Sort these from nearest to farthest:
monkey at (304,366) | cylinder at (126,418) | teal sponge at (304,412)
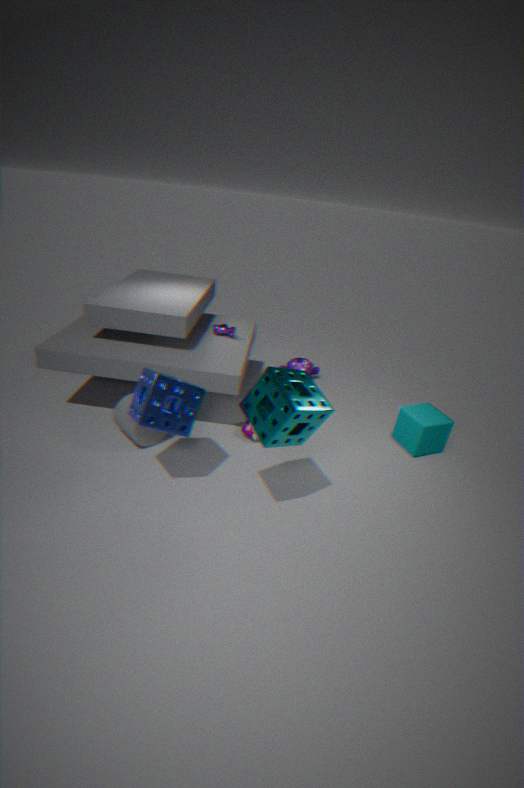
teal sponge at (304,412)
cylinder at (126,418)
monkey at (304,366)
